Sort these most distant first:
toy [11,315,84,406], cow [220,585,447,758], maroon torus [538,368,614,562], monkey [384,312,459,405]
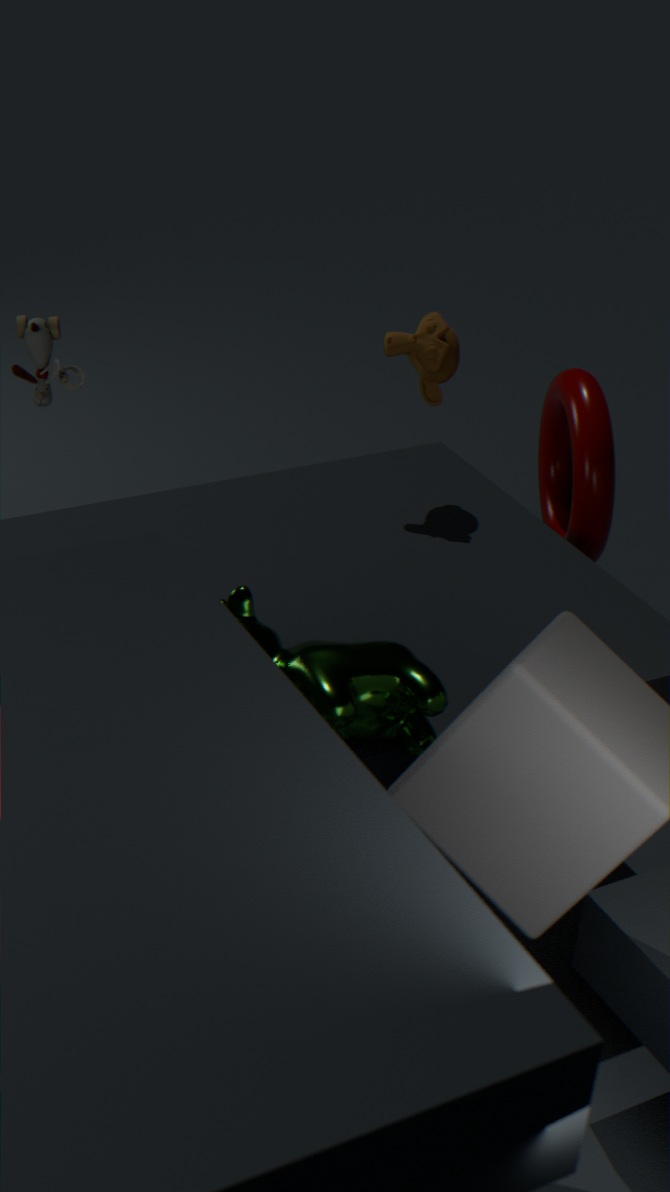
maroon torus [538,368,614,562]
monkey [384,312,459,405]
toy [11,315,84,406]
cow [220,585,447,758]
